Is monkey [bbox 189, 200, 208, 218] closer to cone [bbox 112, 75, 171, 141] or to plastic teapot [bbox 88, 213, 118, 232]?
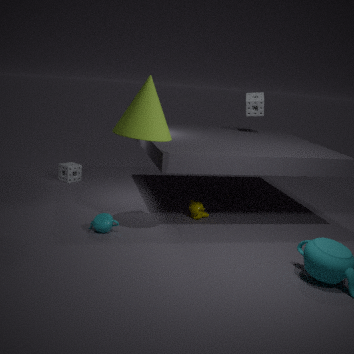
plastic teapot [bbox 88, 213, 118, 232]
